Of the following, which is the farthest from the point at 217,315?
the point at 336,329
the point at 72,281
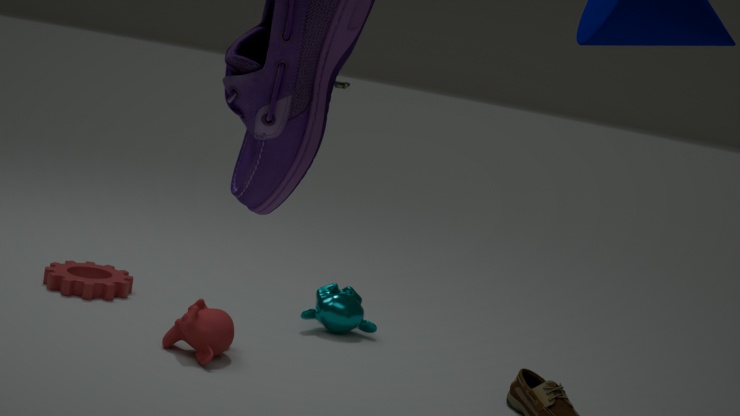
the point at 72,281
